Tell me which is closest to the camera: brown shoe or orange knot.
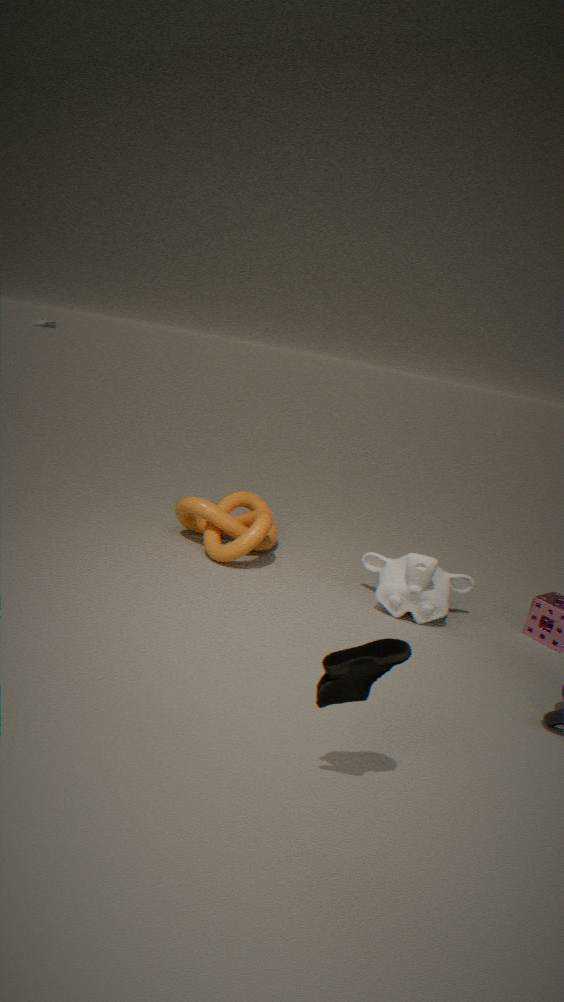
brown shoe
